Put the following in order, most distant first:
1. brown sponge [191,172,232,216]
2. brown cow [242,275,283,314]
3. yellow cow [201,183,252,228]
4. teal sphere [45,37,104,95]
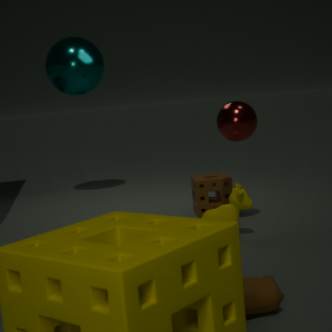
1. teal sphere [45,37,104,95]
2. brown sponge [191,172,232,216]
3. yellow cow [201,183,252,228]
4. brown cow [242,275,283,314]
